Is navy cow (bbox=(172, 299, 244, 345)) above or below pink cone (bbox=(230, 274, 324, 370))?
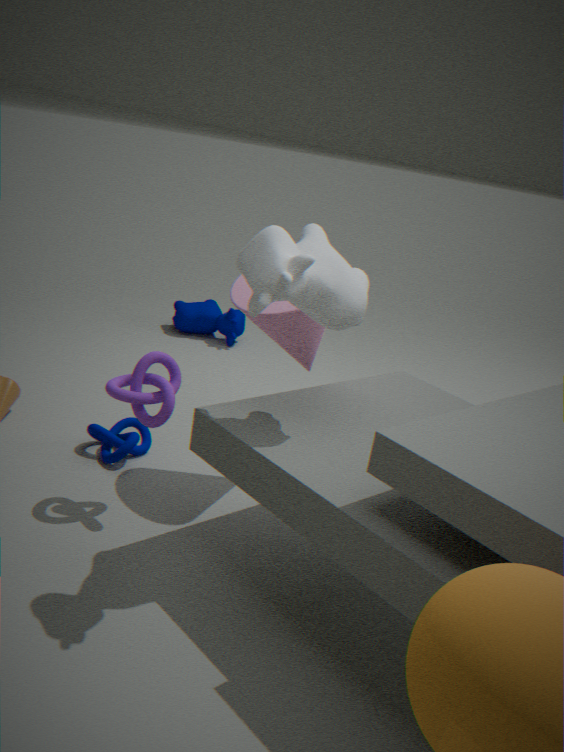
below
